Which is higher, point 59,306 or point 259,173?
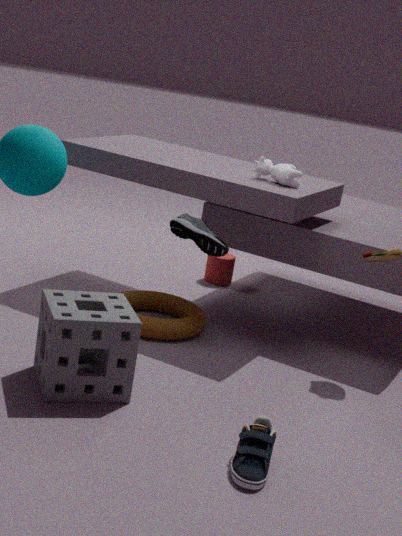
point 259,173
